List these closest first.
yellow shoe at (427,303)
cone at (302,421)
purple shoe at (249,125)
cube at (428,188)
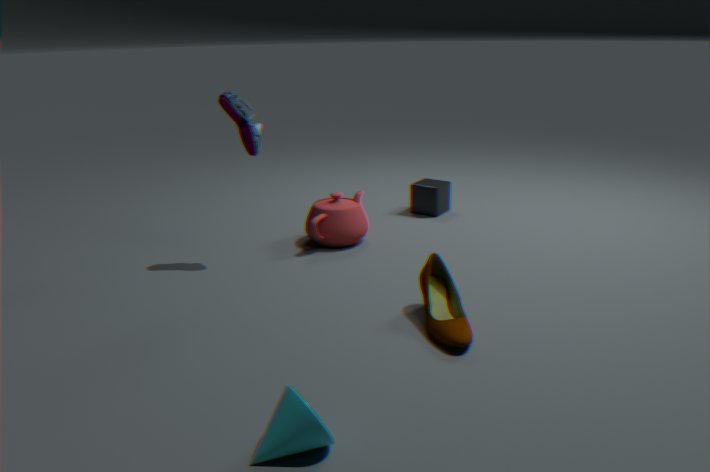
cone at (302,421)
yellow shoe at (427,303)
purple shoe at (249,125)
cube at (428,188)
